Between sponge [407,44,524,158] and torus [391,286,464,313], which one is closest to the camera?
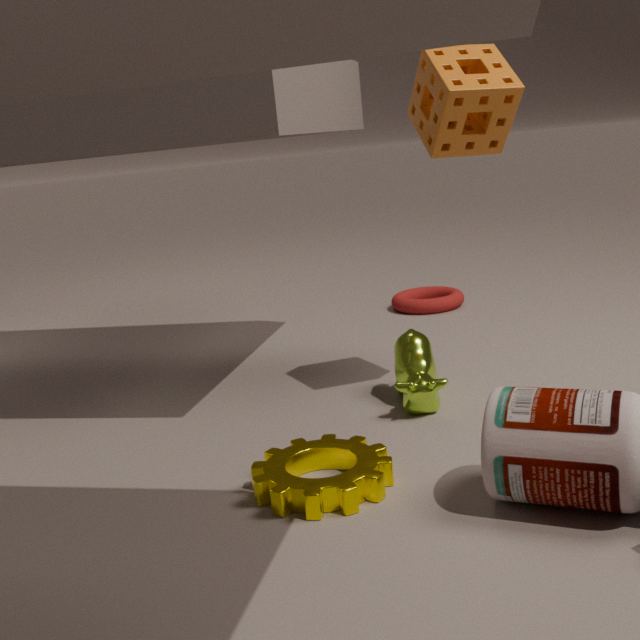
sponge [407,44,524,158]
